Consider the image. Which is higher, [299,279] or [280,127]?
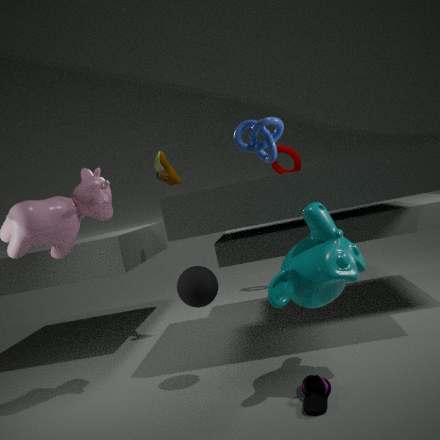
[280,127]
